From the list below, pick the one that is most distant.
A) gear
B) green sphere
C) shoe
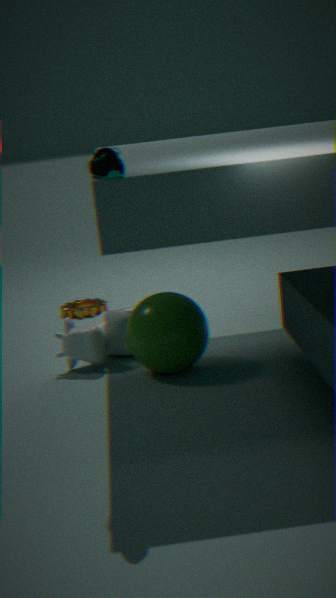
gear
